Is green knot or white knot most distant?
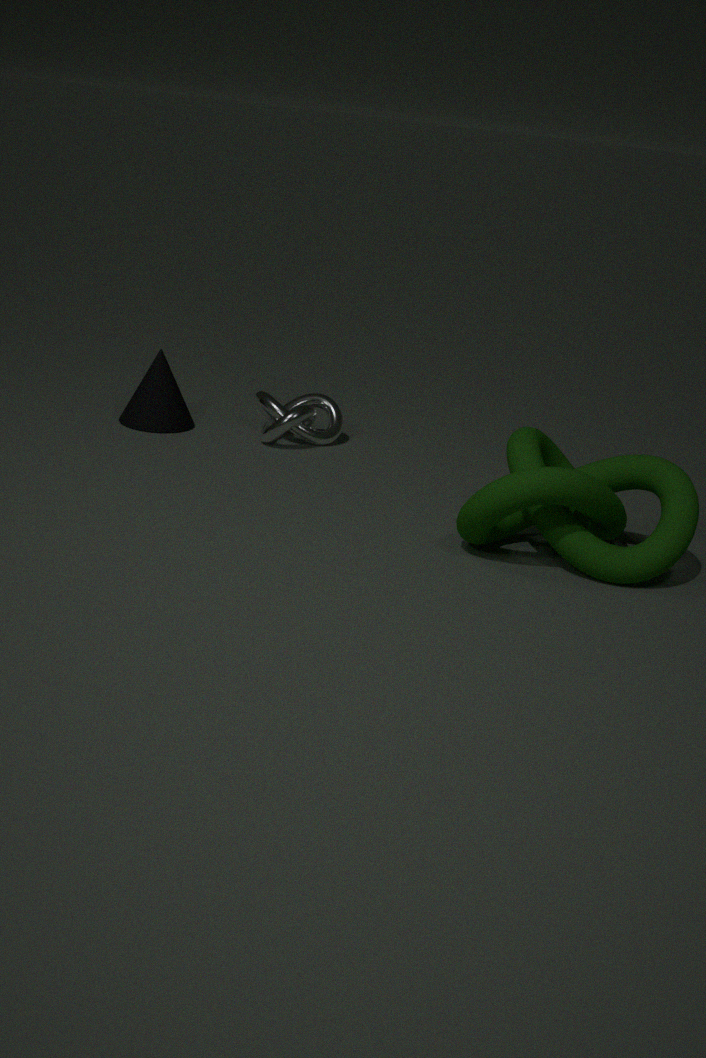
white knot
